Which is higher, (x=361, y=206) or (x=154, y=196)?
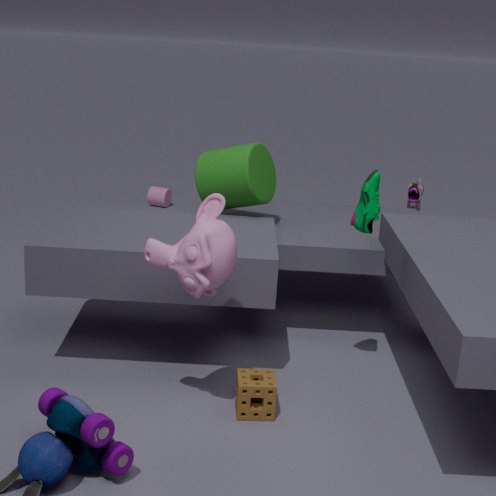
A: (x=361, y=206)
